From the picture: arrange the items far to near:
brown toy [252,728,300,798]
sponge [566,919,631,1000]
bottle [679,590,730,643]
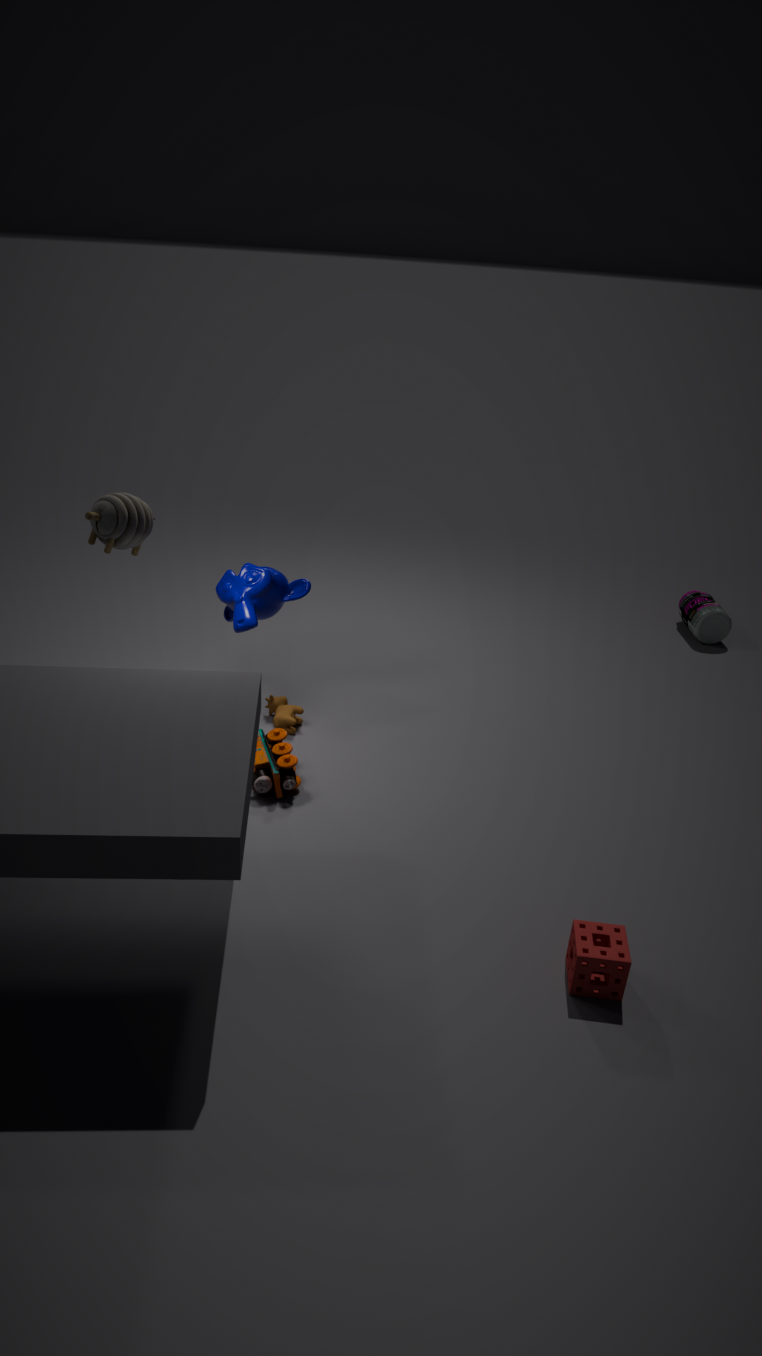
1. bottle [679,590,730,643]
2. brown toy [252,728,300,798]
3. sponge [566,919,631,1000]
